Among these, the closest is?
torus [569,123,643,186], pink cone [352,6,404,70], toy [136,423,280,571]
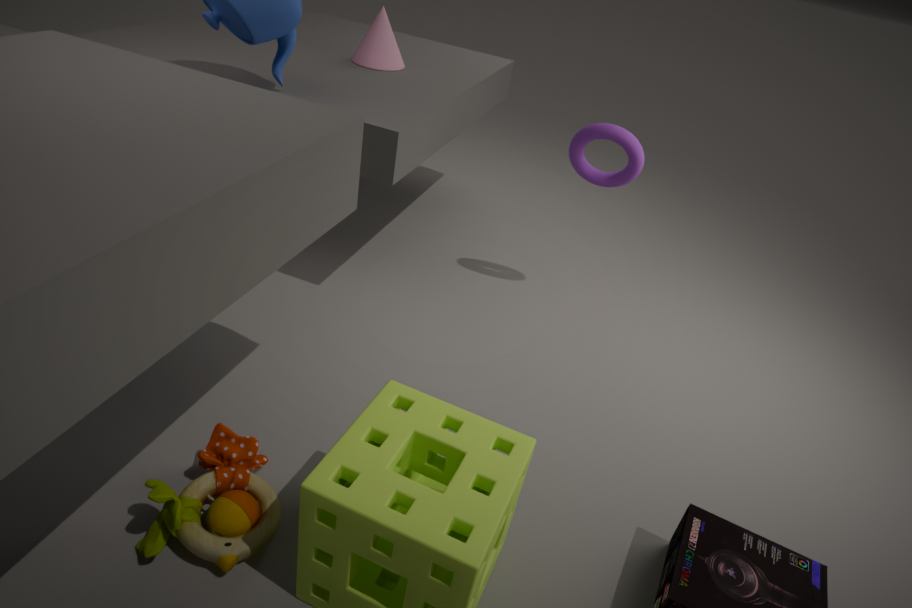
toy [136,423,280,571]
